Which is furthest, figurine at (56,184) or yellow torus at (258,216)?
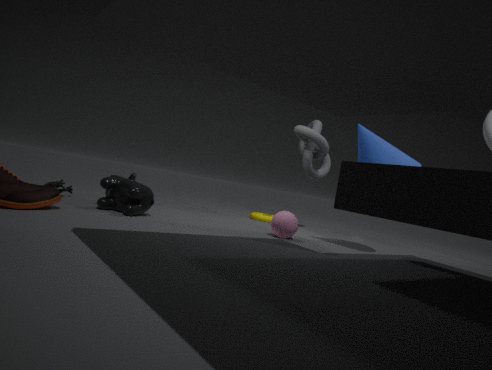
yellow torus at (258,216)
